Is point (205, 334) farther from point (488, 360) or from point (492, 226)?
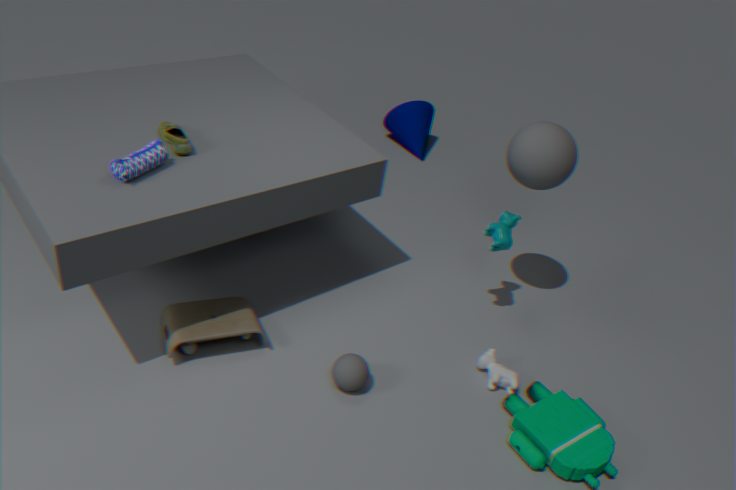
point (492, 226)
